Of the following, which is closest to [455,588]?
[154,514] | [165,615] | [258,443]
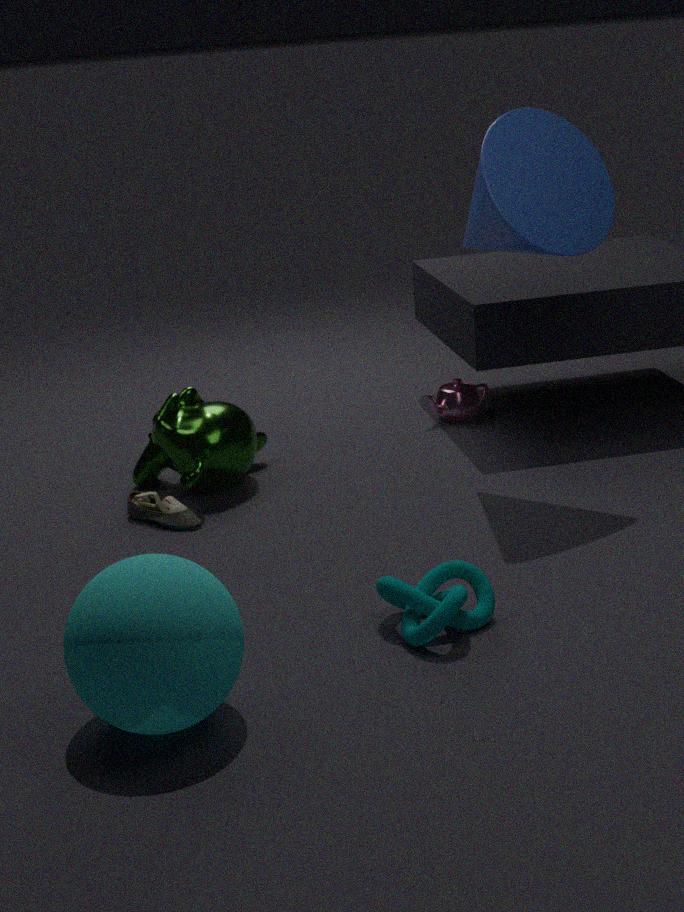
[165,615]
